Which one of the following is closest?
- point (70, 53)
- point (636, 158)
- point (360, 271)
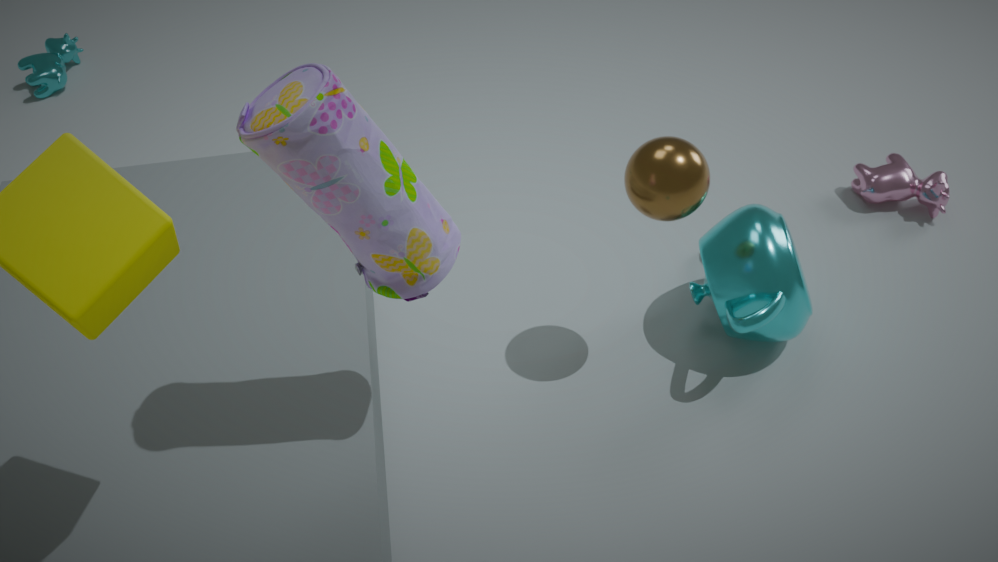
point (360, 271)
